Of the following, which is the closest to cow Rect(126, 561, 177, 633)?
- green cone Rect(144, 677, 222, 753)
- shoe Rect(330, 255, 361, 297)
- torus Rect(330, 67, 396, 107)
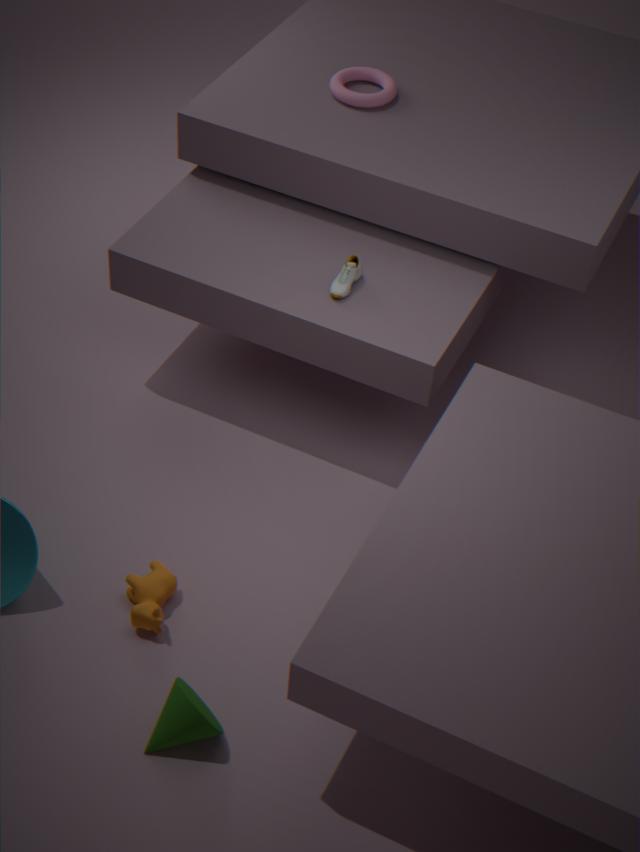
green cone Rect(144, 677, 222, 753)
